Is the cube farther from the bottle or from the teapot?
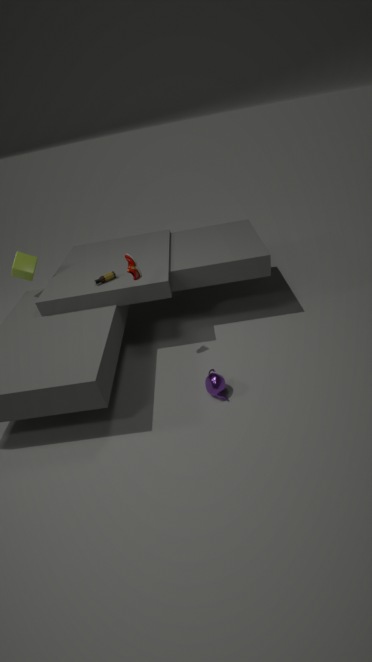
the teapot
